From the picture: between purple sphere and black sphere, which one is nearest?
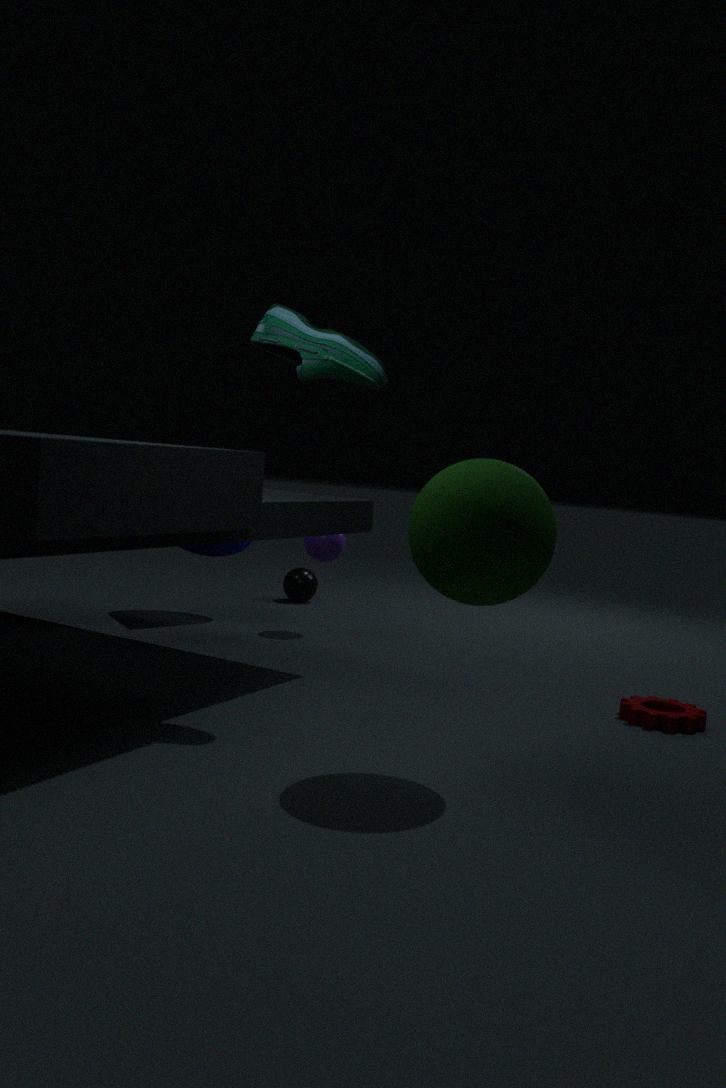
purple sphere
